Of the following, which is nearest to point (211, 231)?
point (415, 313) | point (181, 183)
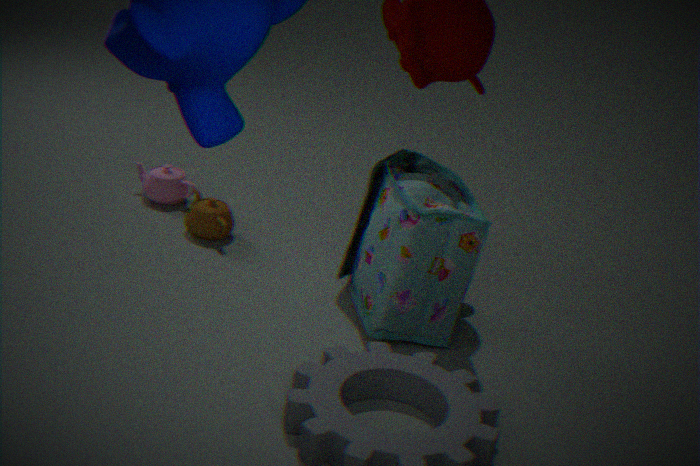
point (181, 183)
